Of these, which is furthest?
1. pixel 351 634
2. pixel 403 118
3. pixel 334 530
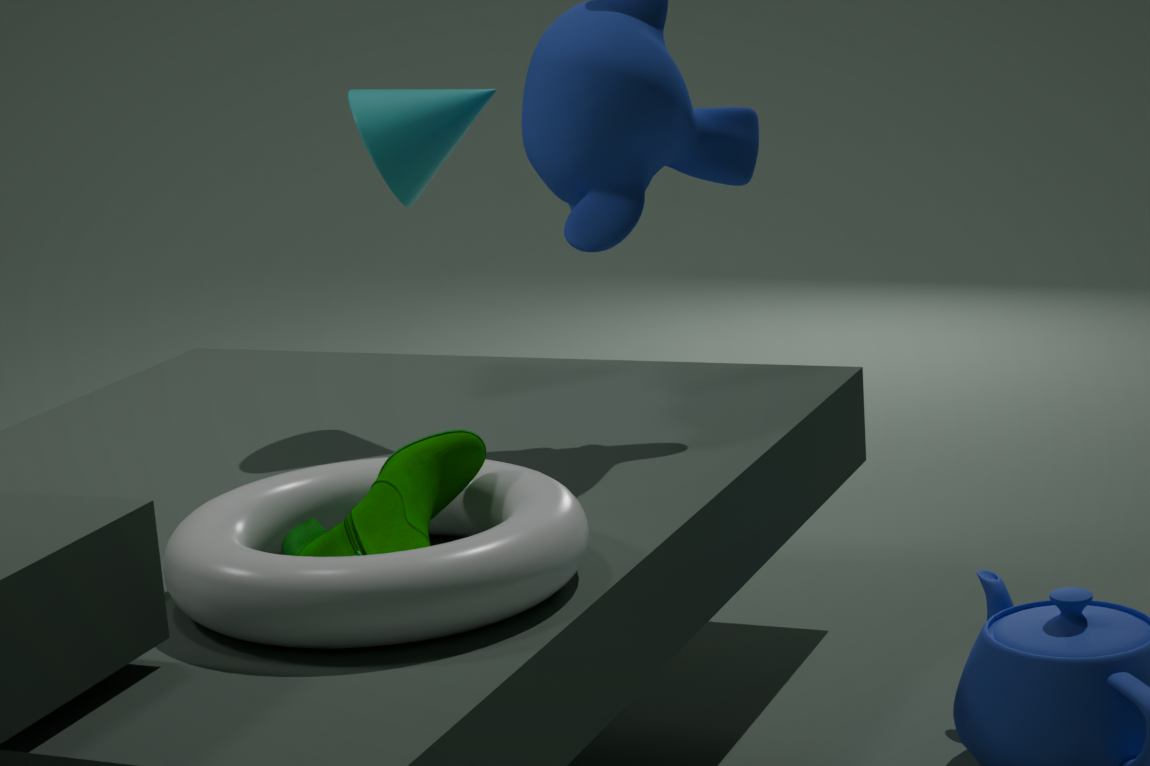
pixel 403 118
